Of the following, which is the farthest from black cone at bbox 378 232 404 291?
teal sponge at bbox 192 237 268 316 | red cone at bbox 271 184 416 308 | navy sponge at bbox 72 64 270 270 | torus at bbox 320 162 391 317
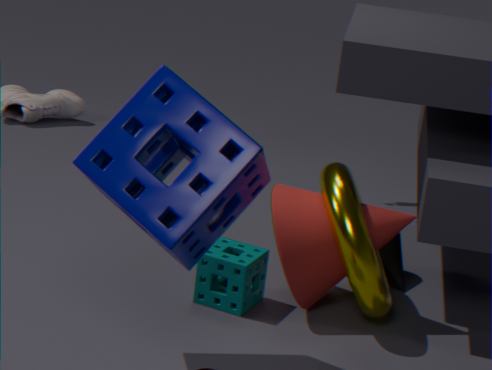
navy sponge at bbox 72 64 270 270
